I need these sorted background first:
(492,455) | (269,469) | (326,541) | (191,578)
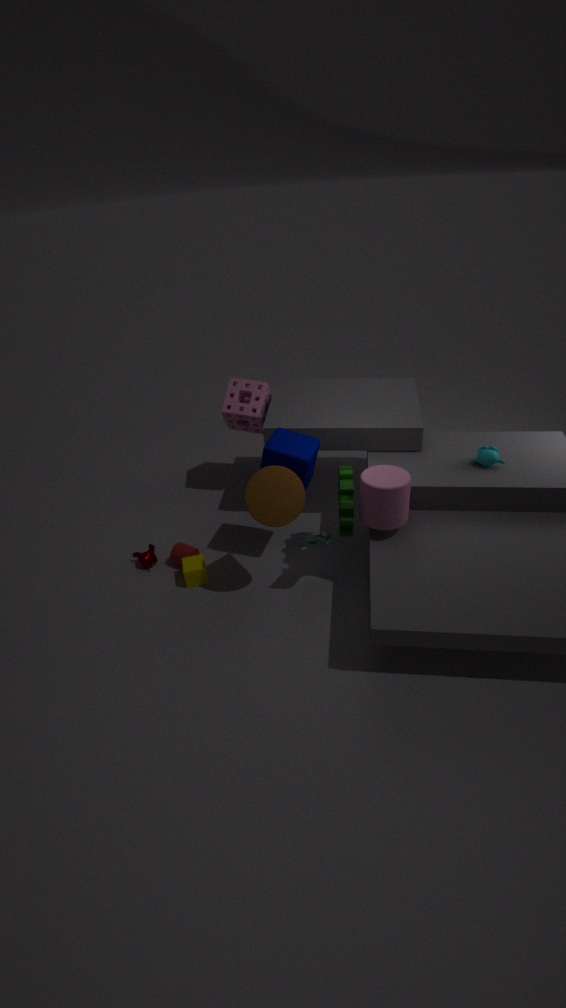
1. (191,578)
2. (492,455)
3. (326,541)
4. (269,469)
